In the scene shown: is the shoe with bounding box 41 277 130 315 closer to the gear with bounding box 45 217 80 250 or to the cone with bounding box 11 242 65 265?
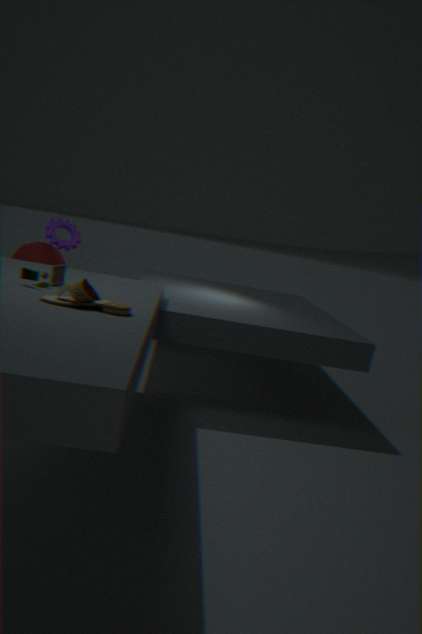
the gear with bounding box 45 217 80 250
